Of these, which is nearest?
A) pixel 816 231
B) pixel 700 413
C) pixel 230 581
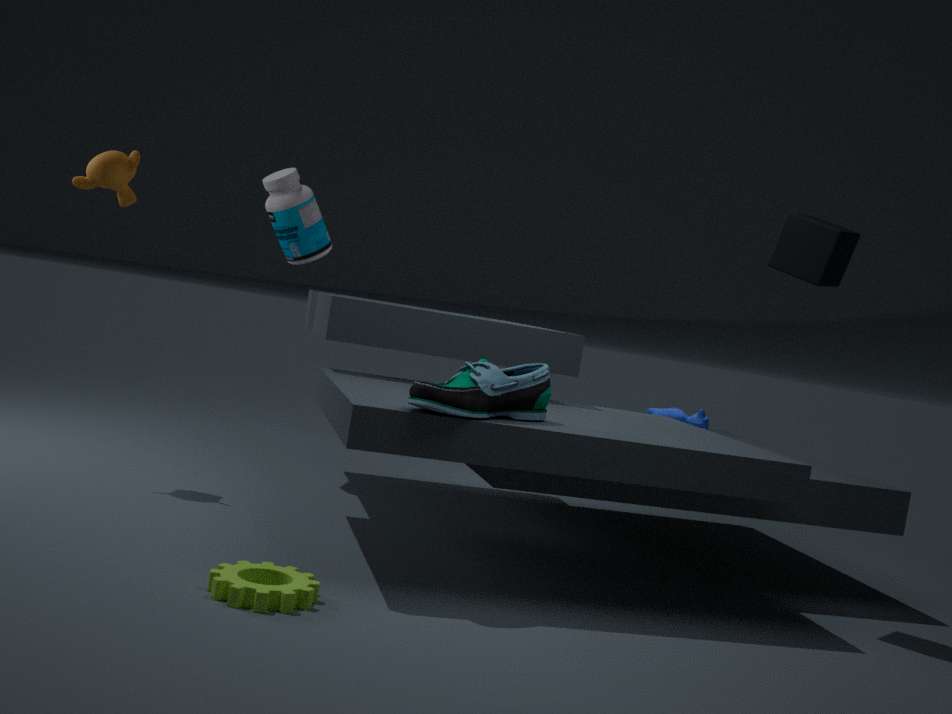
pixel 230 581
